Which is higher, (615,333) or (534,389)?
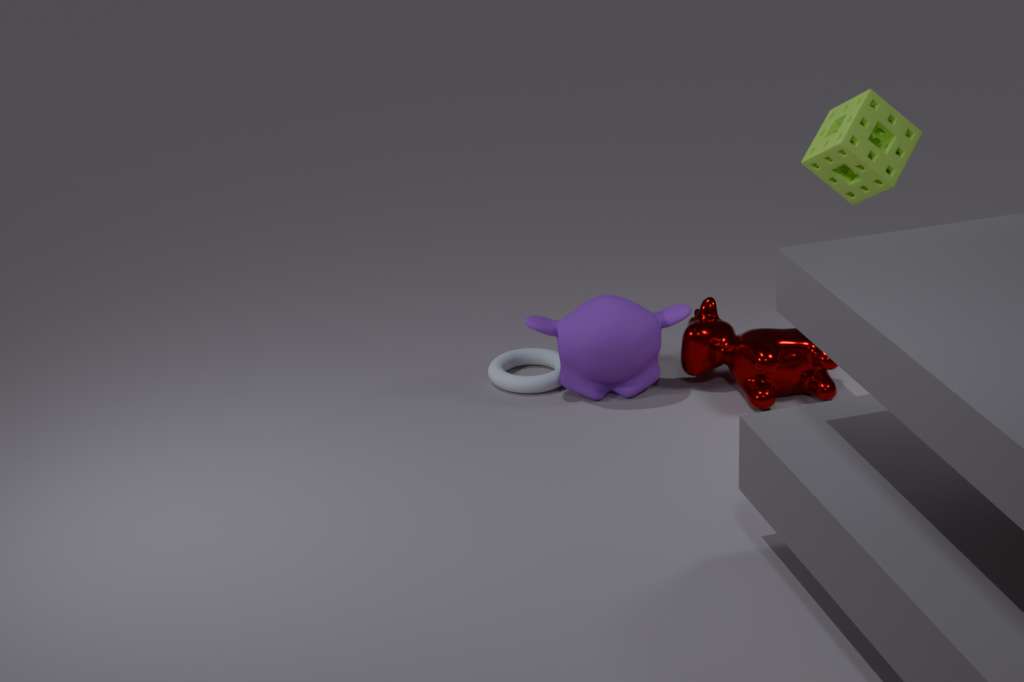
(615,333)
